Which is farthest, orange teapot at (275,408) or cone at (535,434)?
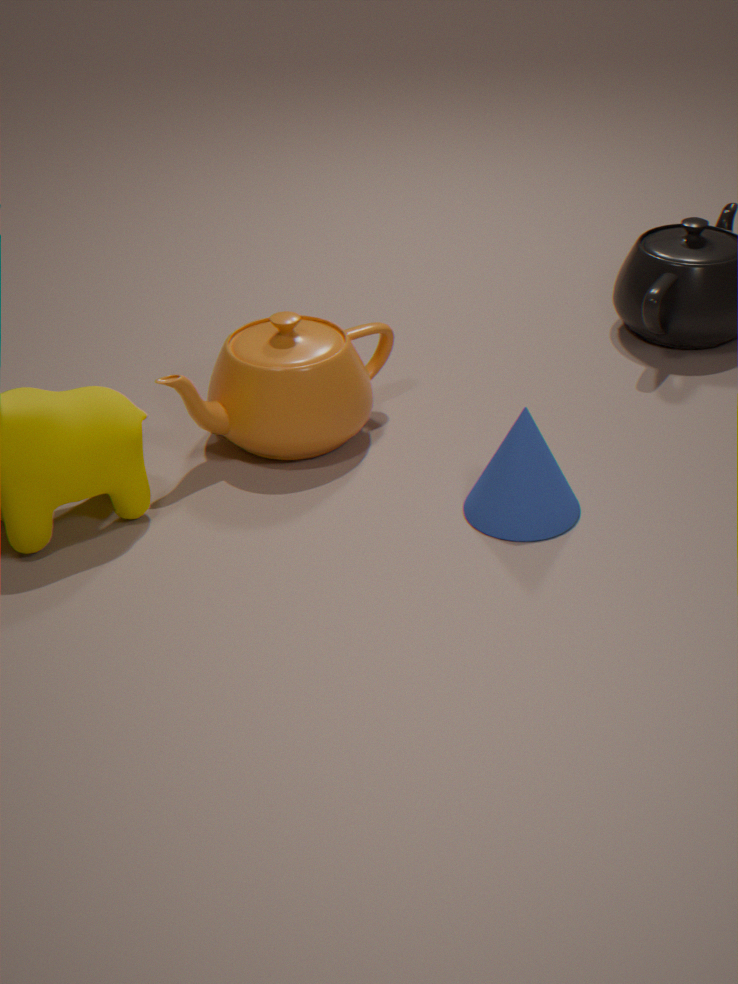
orange teapot at (275,408)
